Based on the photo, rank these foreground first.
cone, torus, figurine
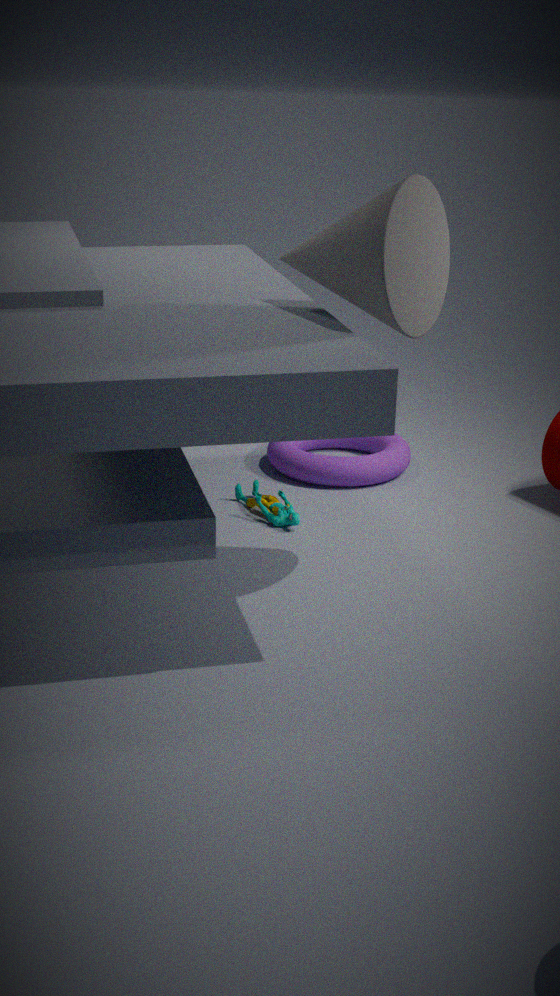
cone → figurine → torus
